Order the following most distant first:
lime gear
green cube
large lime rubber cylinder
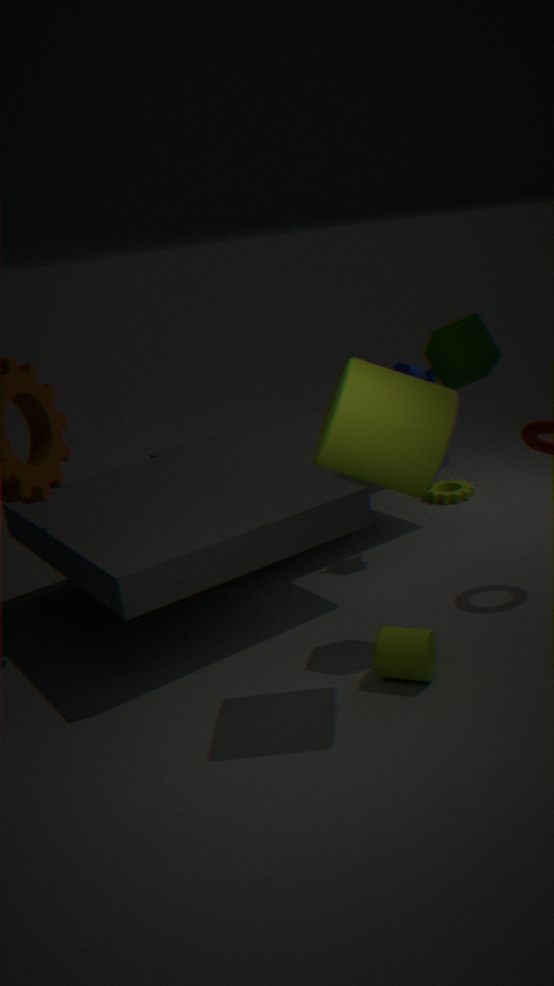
lime gear
green cube
large lime rubber cylinder
